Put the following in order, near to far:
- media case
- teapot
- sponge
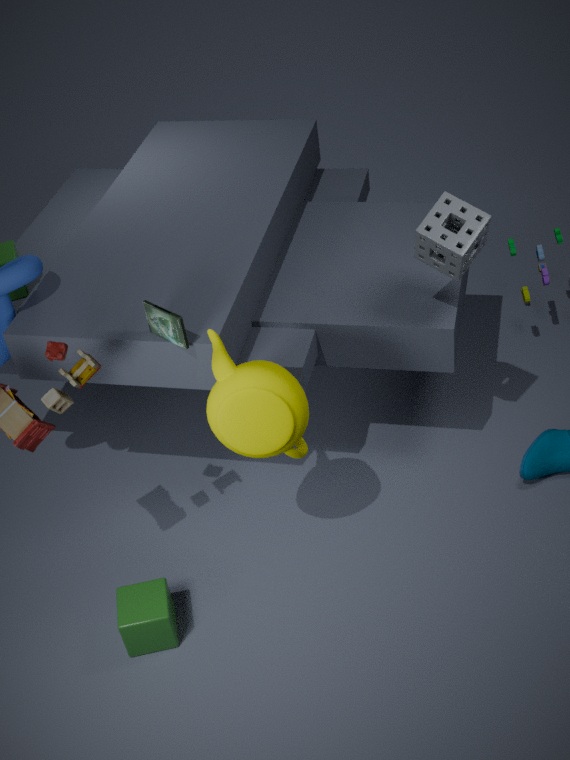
teapot → sponge → media case
